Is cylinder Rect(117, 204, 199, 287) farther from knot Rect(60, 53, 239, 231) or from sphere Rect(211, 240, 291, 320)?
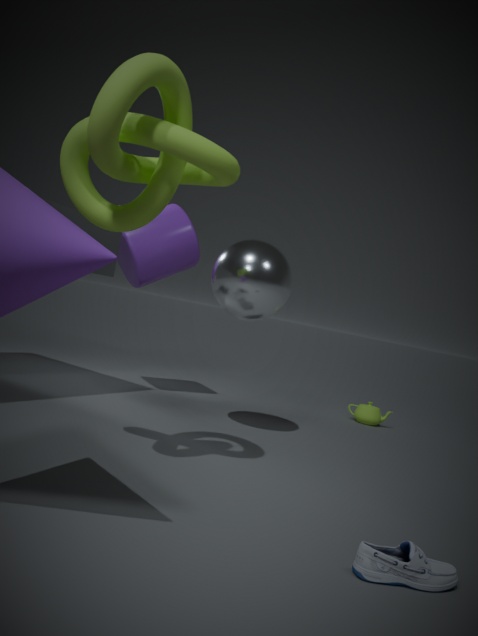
knot Rect(60, 53, 239, 231)
